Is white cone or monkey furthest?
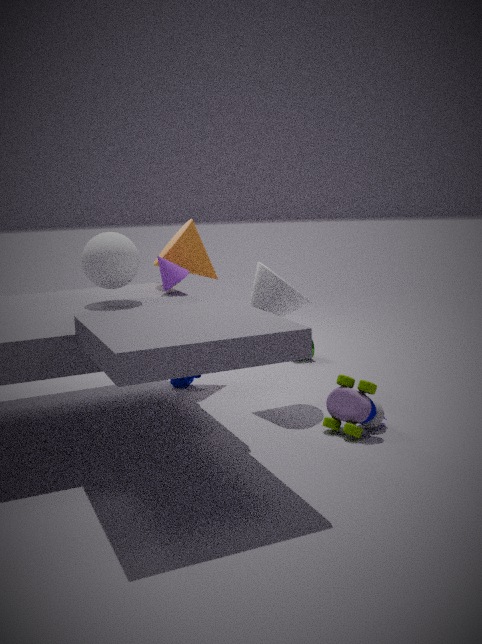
monkey
